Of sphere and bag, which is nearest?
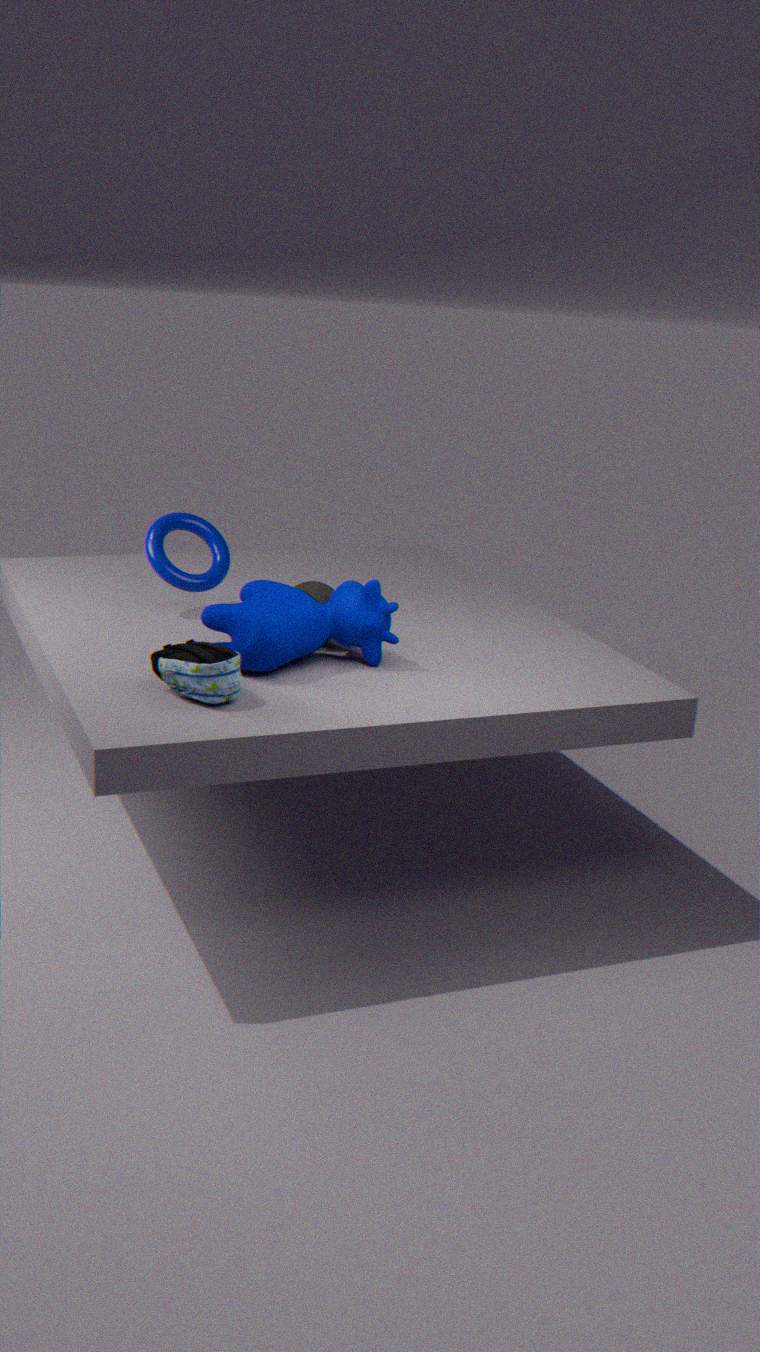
bag
